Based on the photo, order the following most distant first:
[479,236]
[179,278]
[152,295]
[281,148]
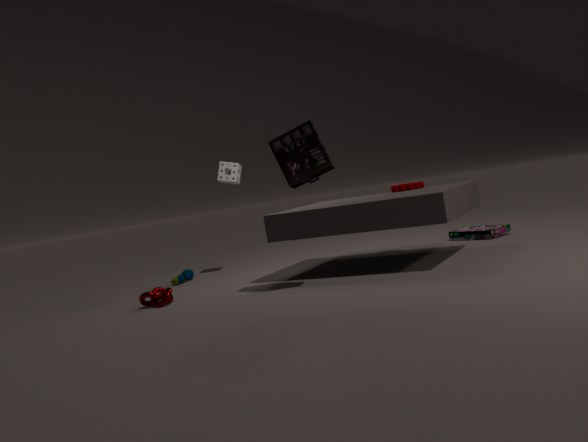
1. [179,278]
2. [479,236]
3. [152,295]
4. [281,148]
